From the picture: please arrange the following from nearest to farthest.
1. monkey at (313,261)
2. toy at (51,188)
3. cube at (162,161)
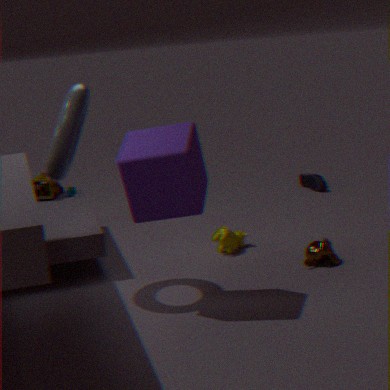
cube at (162,161)
monkey at (313,261)
toy at (51,188)
